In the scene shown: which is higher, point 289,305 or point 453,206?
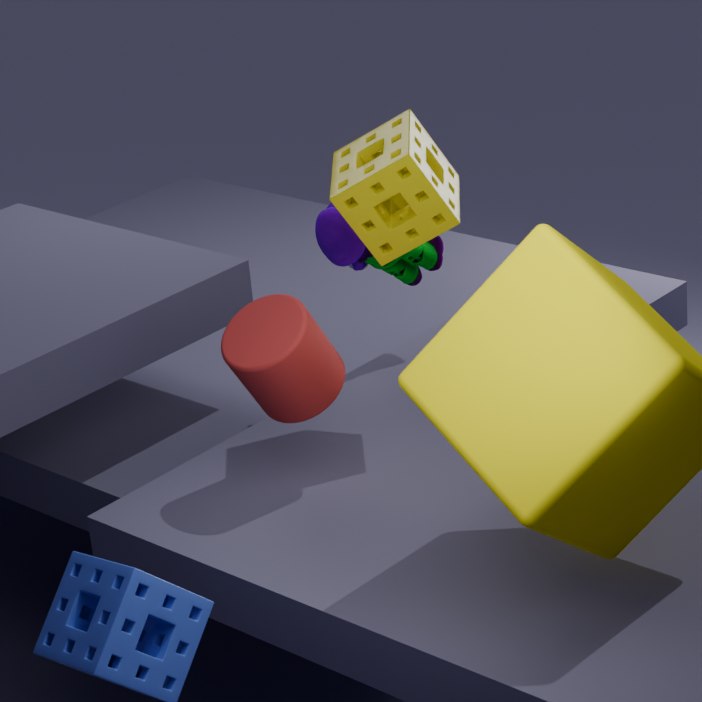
point 453,206
